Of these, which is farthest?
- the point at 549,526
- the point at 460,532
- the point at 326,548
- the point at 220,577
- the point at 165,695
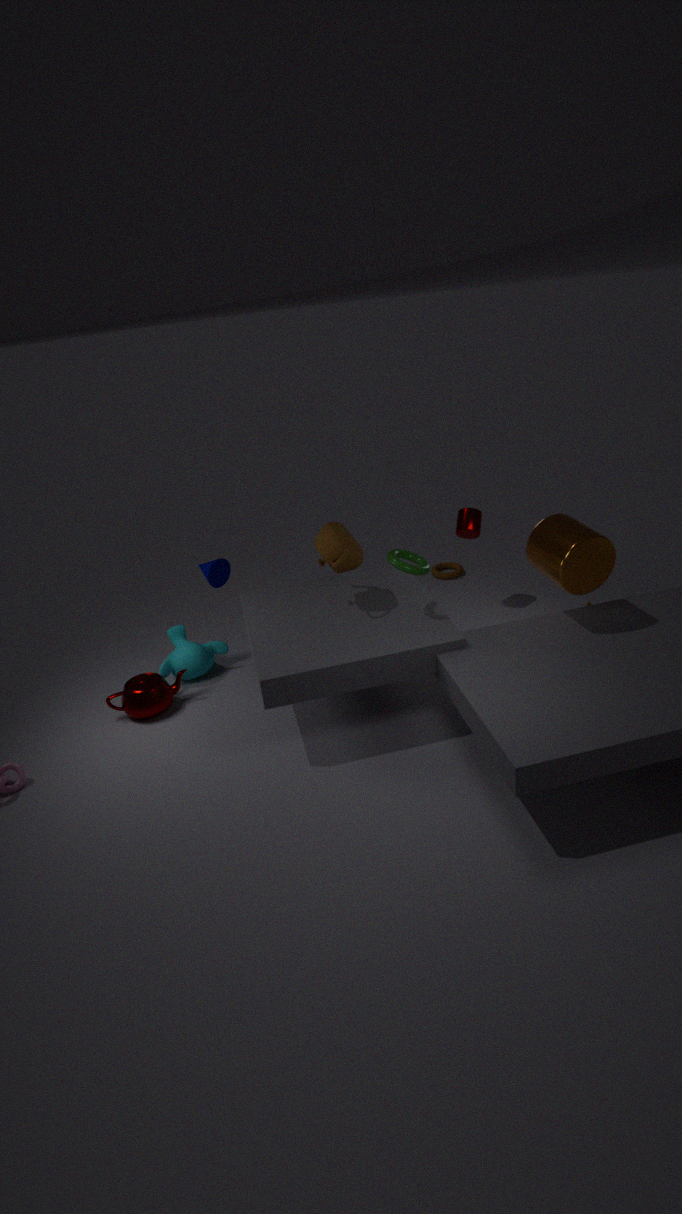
the point at 460,532
